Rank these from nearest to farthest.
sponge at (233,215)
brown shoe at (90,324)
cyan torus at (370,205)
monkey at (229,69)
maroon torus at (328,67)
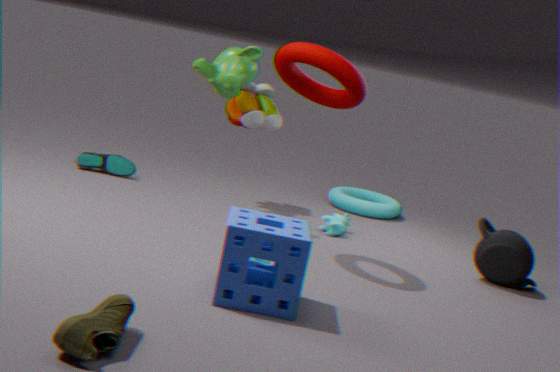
brown shoe at (90,324) < sponge at (233,215) < maroon torus at (328,67) < monkey at (229,69) < cyan torus at (370,205)
